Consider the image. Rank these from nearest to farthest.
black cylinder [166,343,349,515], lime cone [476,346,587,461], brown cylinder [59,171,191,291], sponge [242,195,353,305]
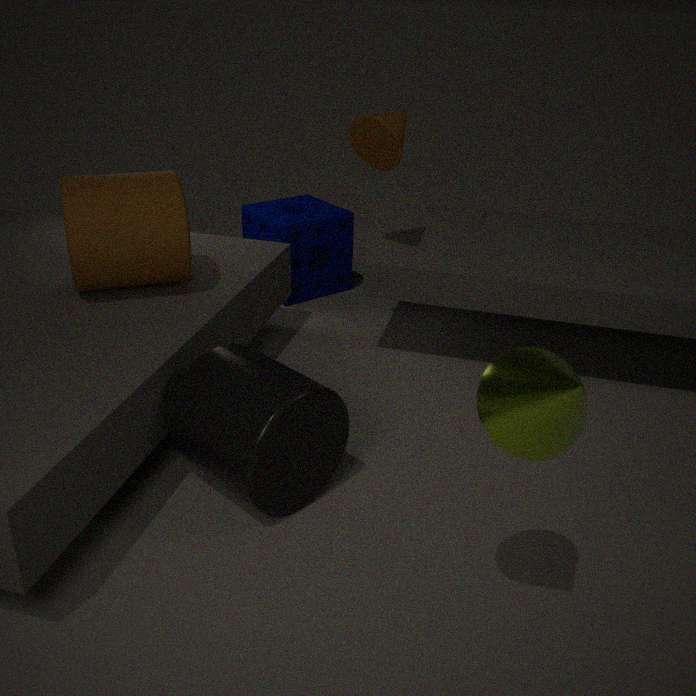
lime cone [476,346,587,461]
black cylinder [166,343,349,515]
brown cylinder [59,171,191,291]
sponge [242,195,353,305]
